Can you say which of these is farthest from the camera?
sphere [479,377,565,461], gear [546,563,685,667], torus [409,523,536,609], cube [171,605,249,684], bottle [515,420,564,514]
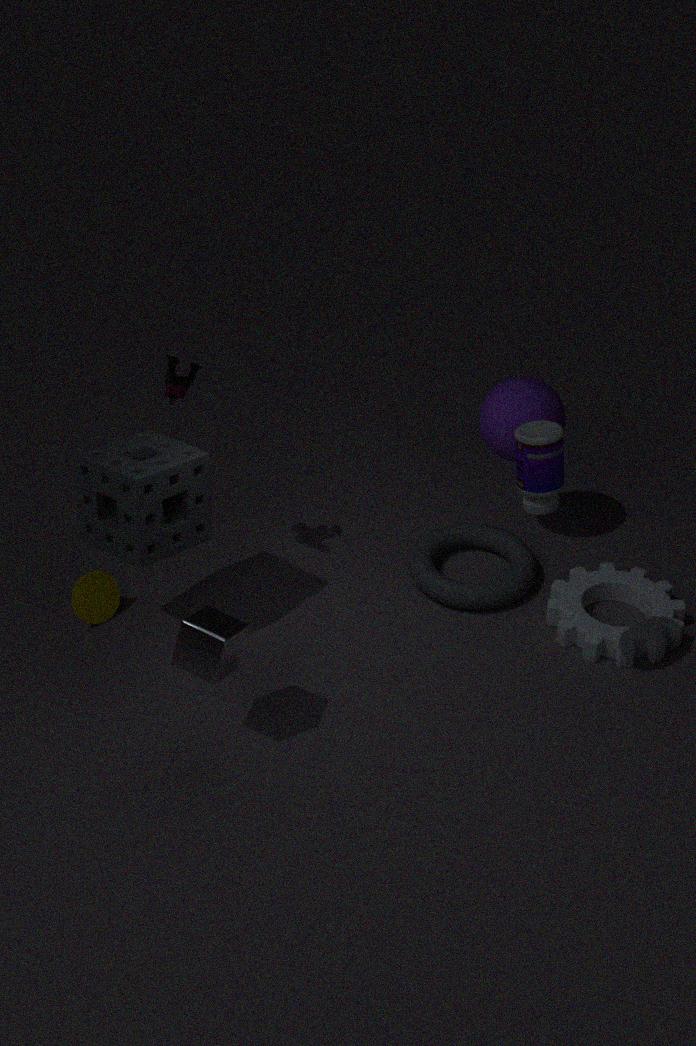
torus [409,523,536,609]
